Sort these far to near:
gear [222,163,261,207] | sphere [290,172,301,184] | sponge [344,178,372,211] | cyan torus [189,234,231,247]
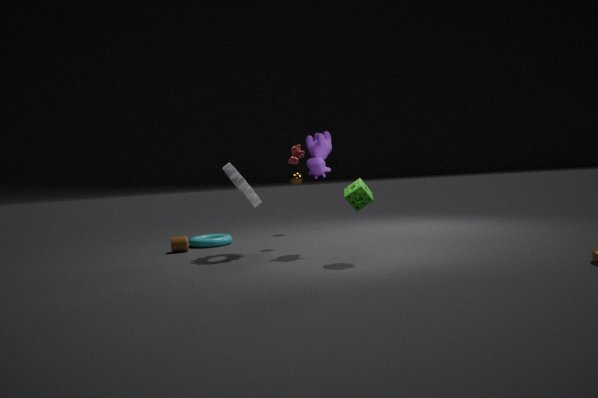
sphere [290,172,301,184]
cyan torus [189,234,231,247]
gear [222,163,261,207]
sponge [344,178,372,211]
